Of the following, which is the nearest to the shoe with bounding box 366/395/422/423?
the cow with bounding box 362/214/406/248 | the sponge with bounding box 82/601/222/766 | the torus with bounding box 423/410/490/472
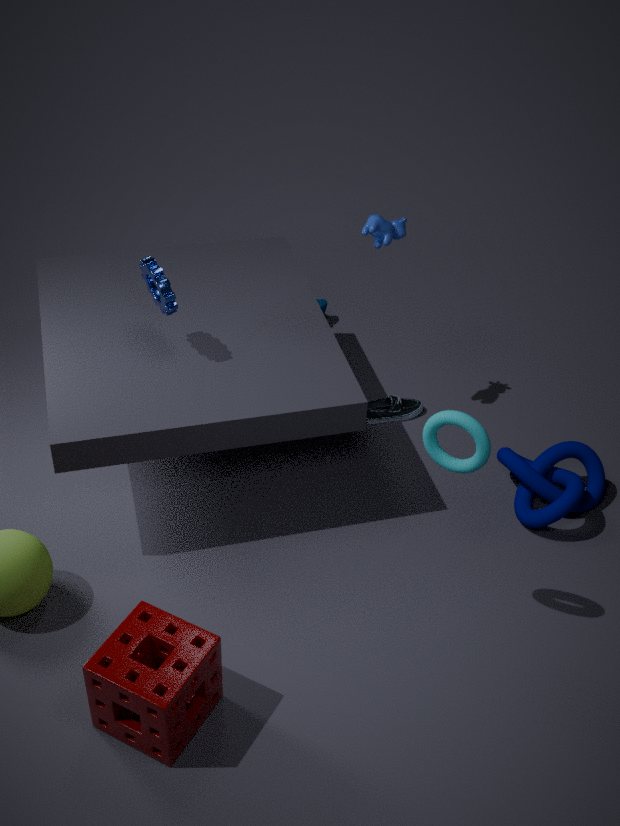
the cow with bounding box 362/214/406/248
